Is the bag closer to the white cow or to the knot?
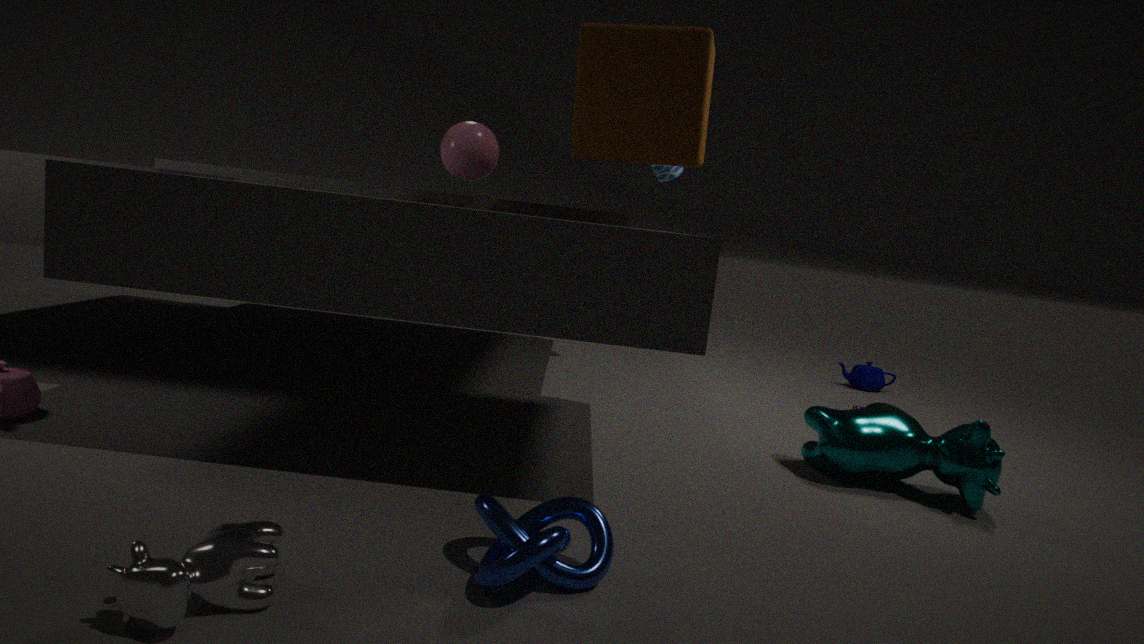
the knot
